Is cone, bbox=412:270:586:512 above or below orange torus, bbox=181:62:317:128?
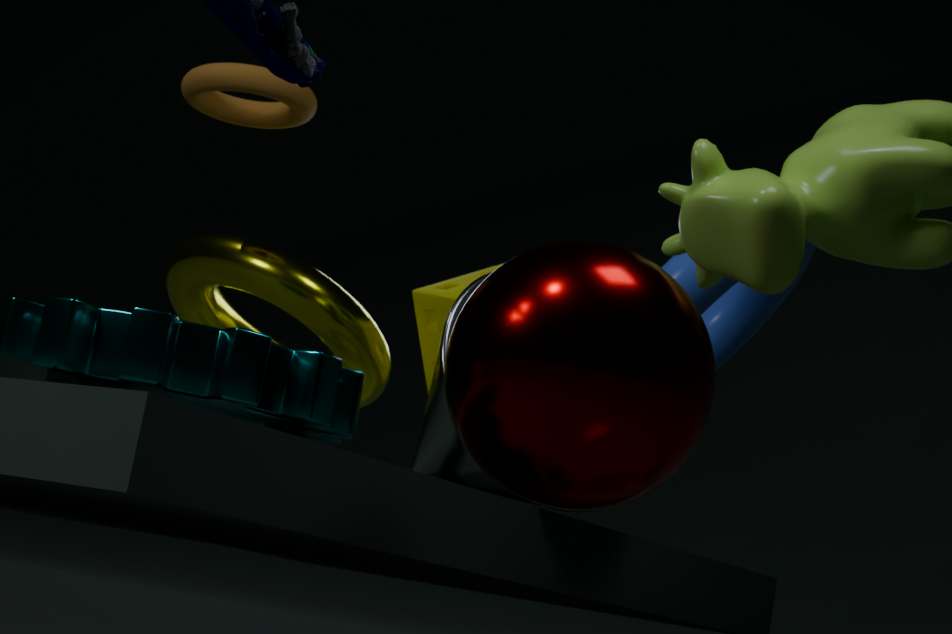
below
